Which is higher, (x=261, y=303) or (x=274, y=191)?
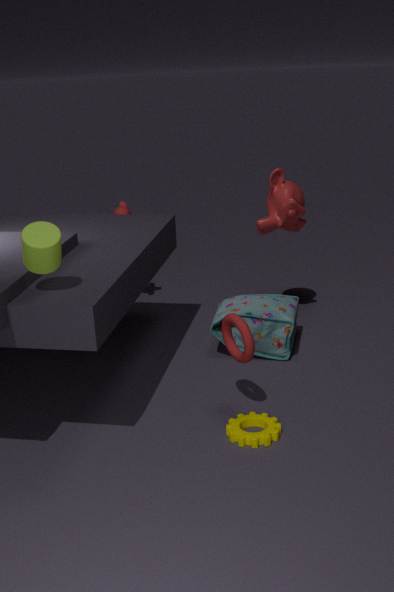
(x=274, y=191)
